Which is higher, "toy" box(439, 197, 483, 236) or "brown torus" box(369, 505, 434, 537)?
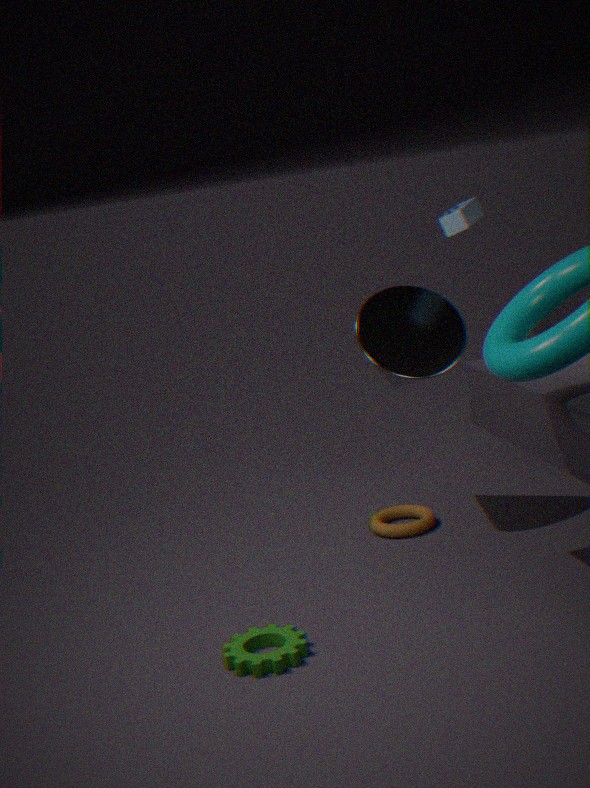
"toy" box(439, 197, 483, 236)
